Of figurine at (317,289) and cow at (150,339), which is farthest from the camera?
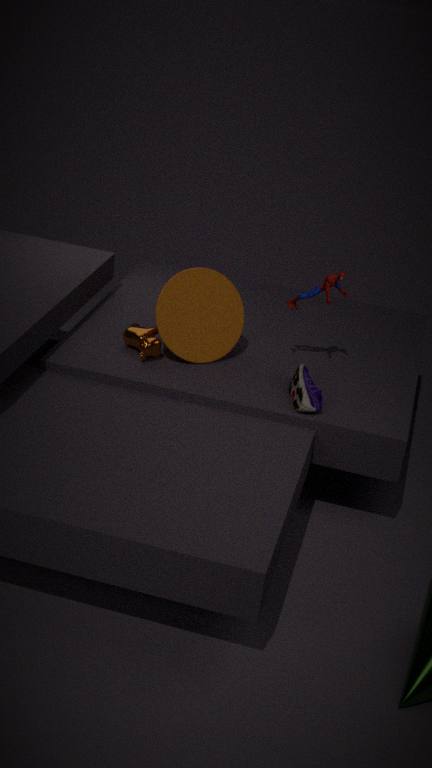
cow at (150,339)
